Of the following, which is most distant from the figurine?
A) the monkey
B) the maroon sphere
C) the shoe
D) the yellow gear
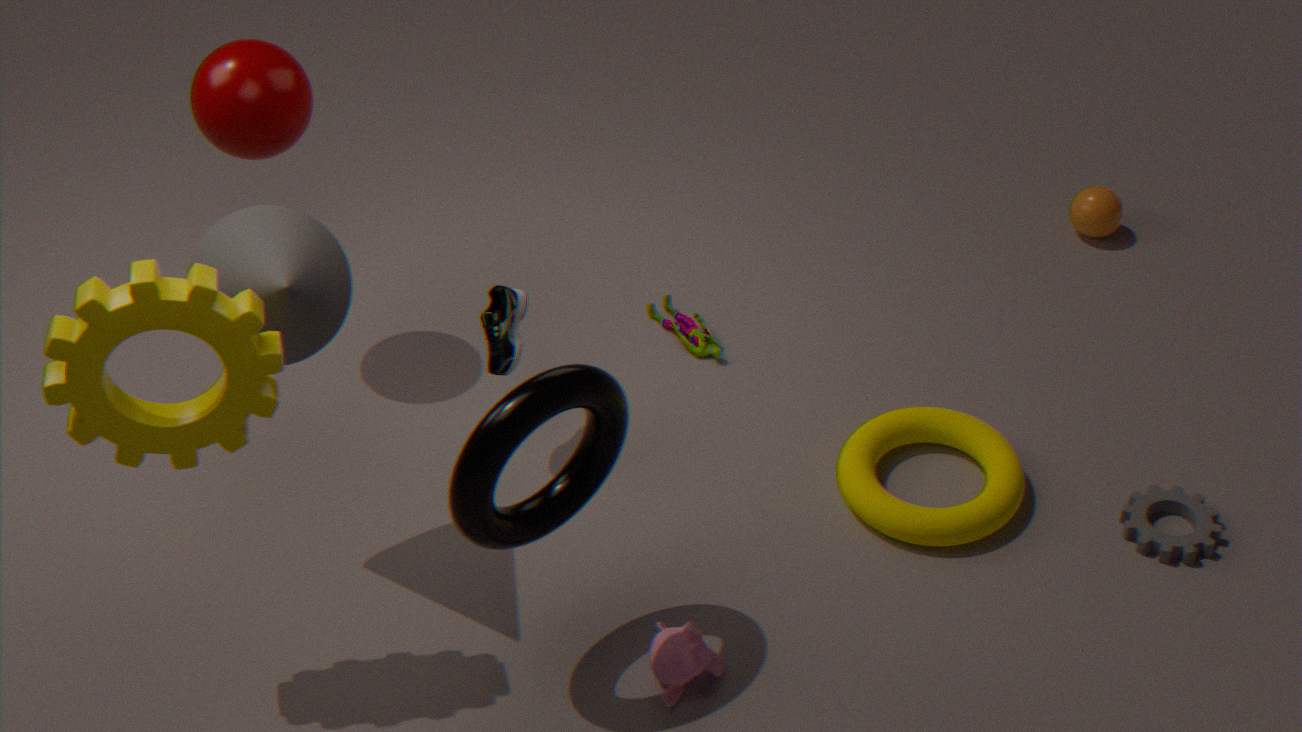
the yellow gear
